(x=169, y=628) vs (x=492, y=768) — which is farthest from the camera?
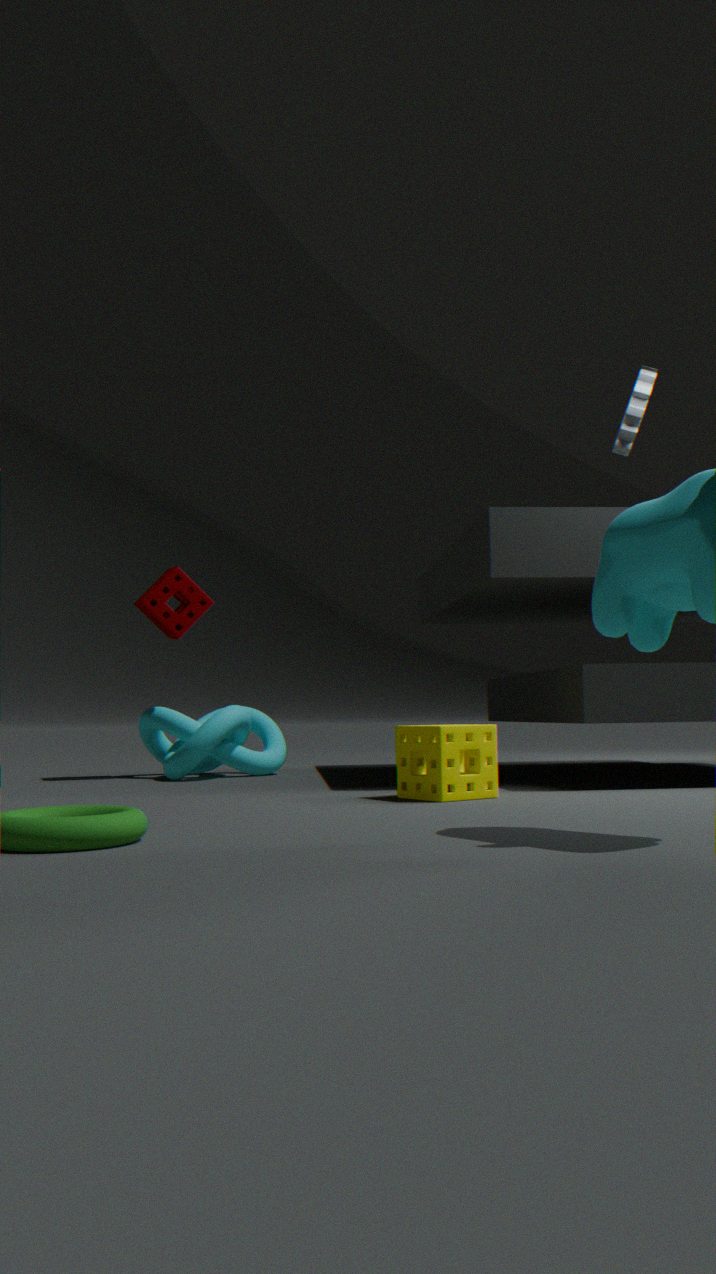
(x=169, y=628)
